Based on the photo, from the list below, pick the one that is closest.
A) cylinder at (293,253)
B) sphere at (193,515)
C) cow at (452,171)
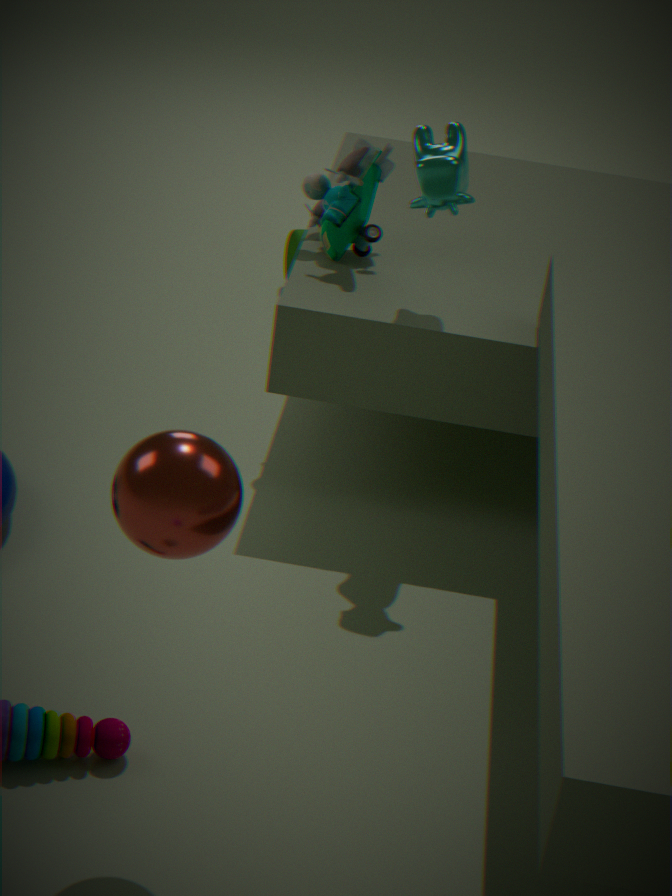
sphere at (193,515)
